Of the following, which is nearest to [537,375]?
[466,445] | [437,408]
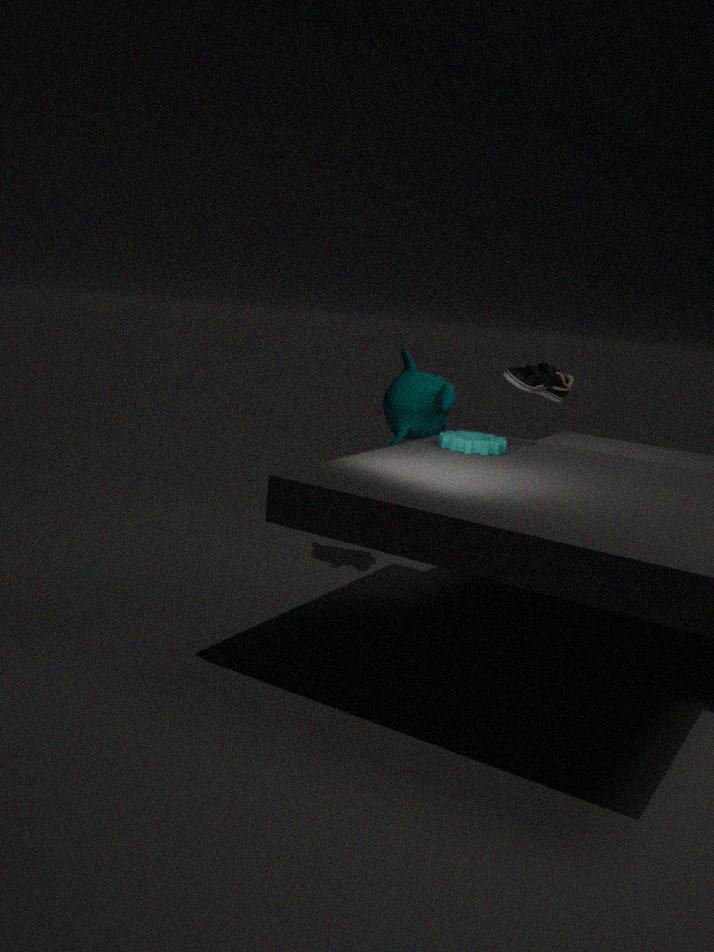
[466,445]
